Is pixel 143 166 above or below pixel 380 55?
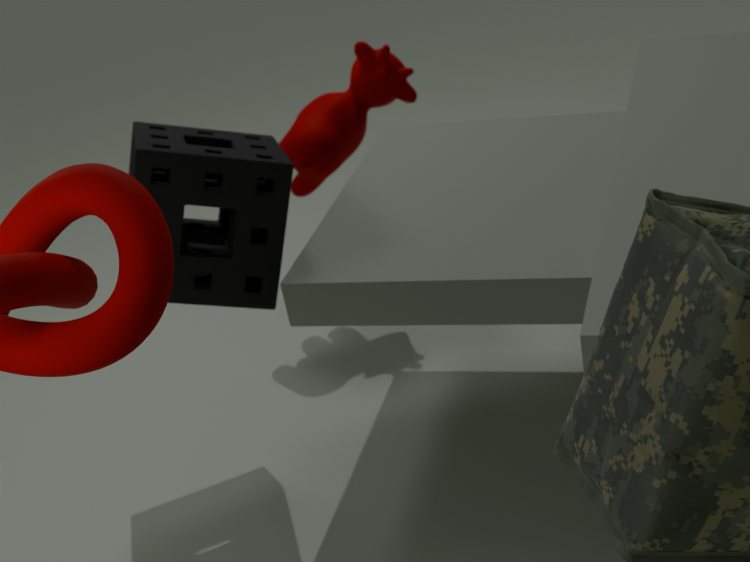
above
